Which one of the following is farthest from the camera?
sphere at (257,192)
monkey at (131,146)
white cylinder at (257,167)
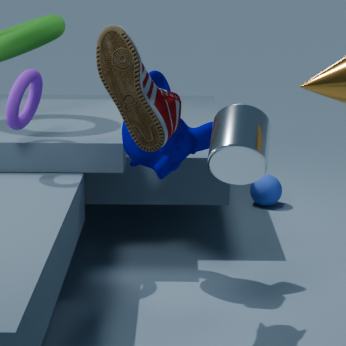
sphere at (257,192)
